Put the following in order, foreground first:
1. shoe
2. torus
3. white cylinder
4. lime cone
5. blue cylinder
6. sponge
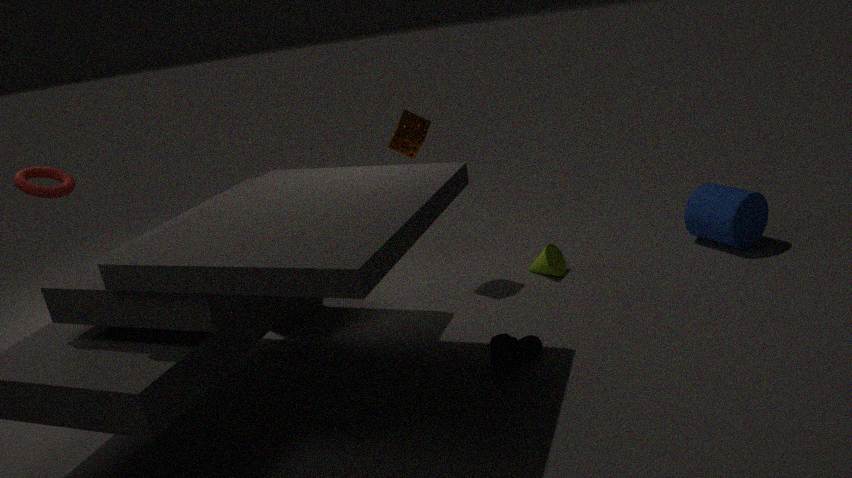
shoe → torus → white cylinder → sponge → blue cylinder → lime cone
